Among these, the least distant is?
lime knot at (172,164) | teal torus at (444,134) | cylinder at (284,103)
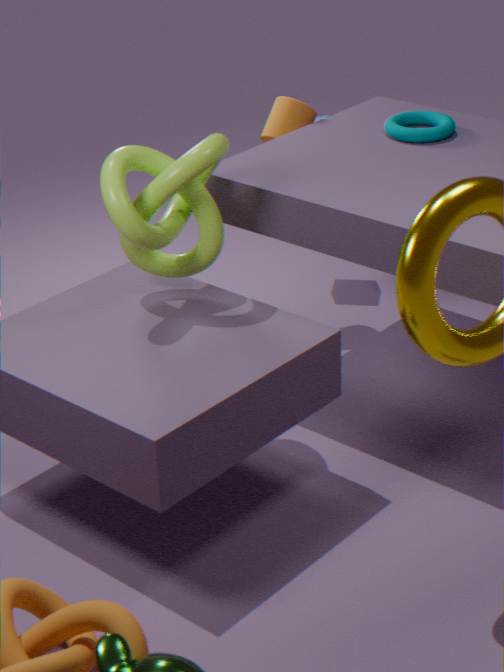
lime knot at (172,164)
